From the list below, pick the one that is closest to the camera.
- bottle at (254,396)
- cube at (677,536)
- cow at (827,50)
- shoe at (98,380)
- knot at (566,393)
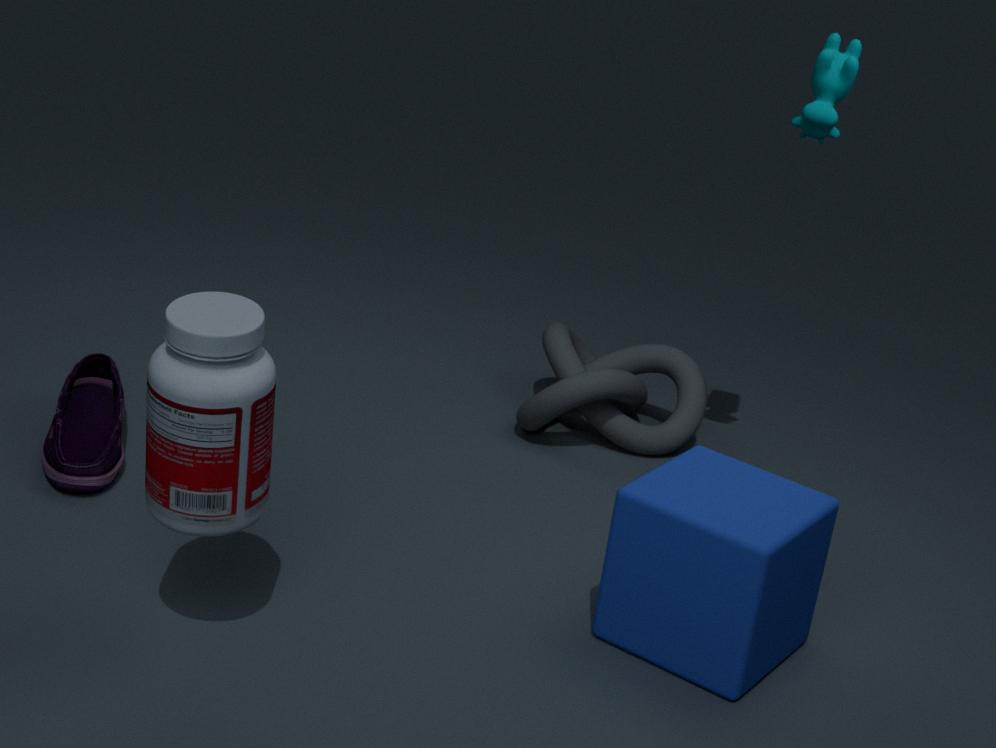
bottle at (254,396)
